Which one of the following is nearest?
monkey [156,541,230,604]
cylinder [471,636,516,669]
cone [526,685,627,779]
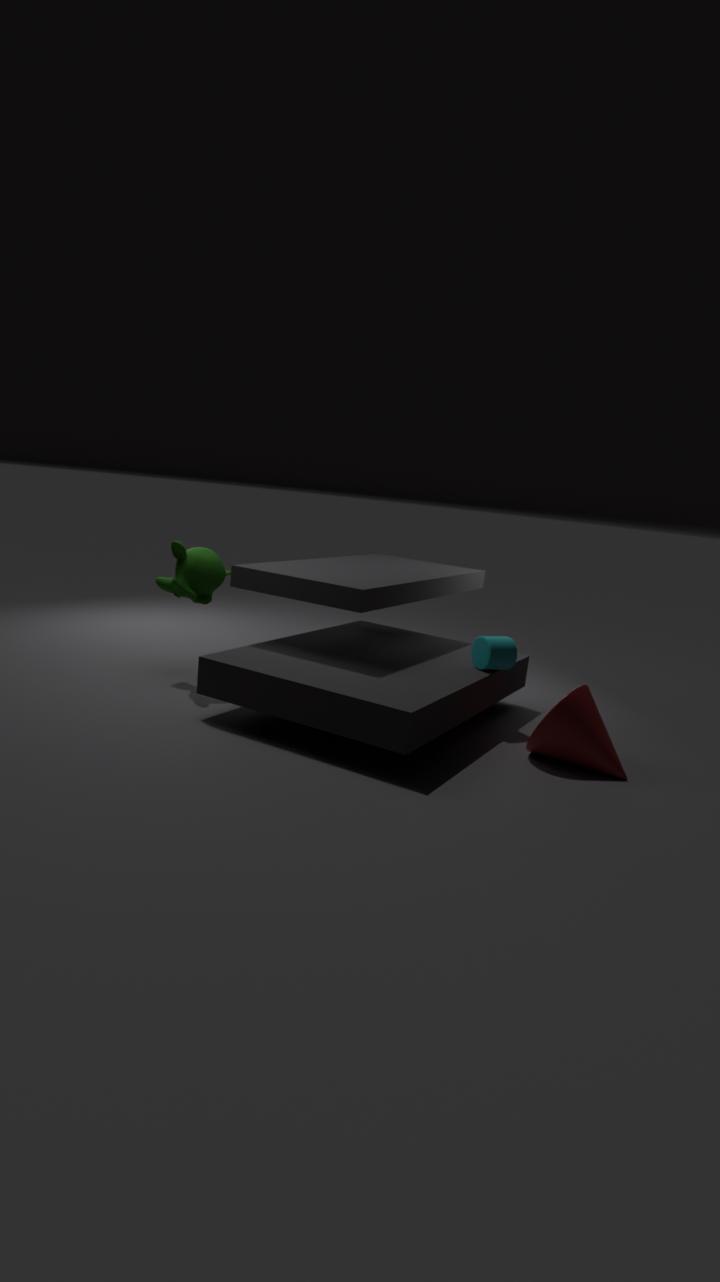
cone [526,685,627,779]
